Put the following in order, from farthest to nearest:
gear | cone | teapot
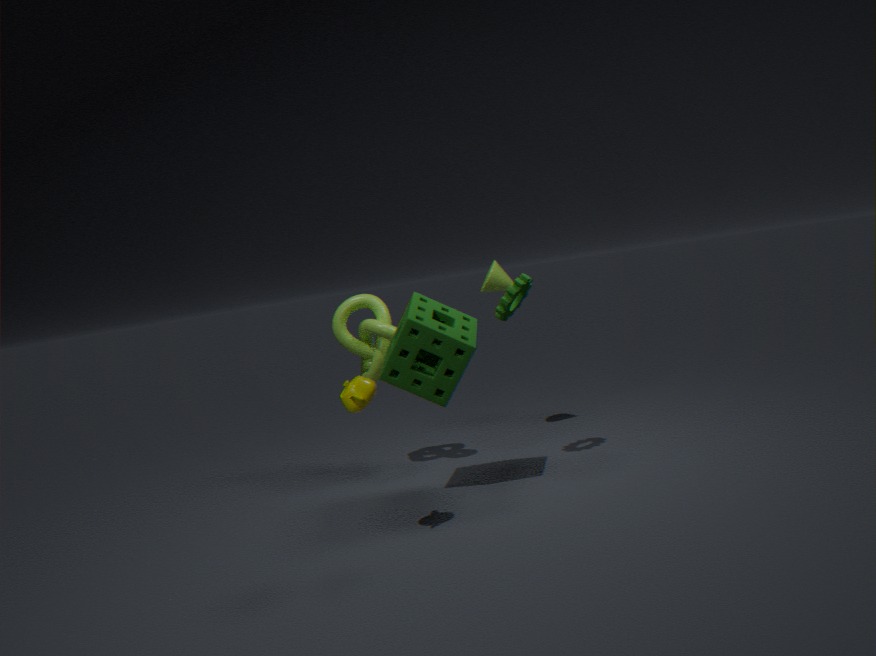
cone, gear, teapot
